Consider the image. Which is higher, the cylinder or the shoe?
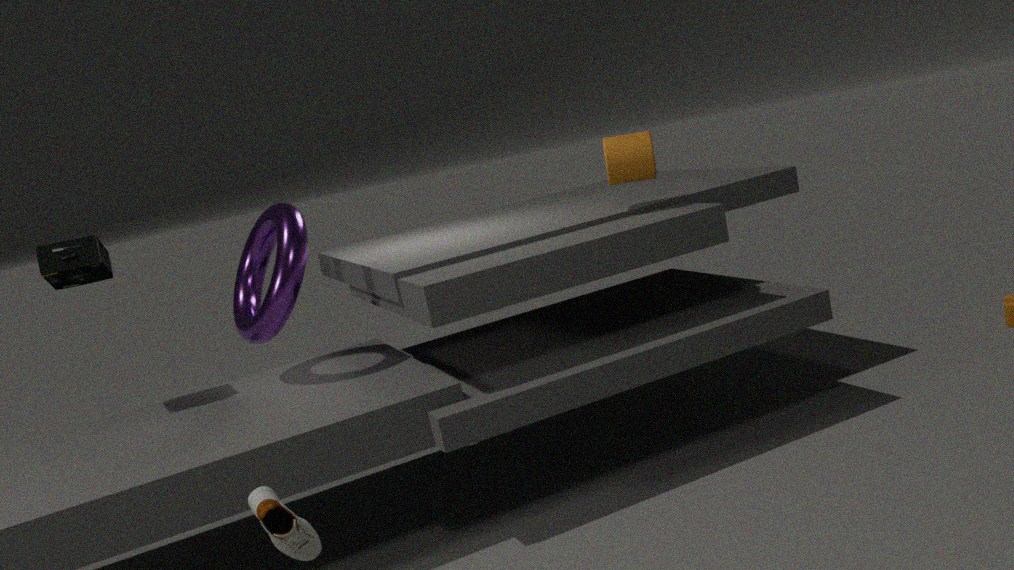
the cylinder
